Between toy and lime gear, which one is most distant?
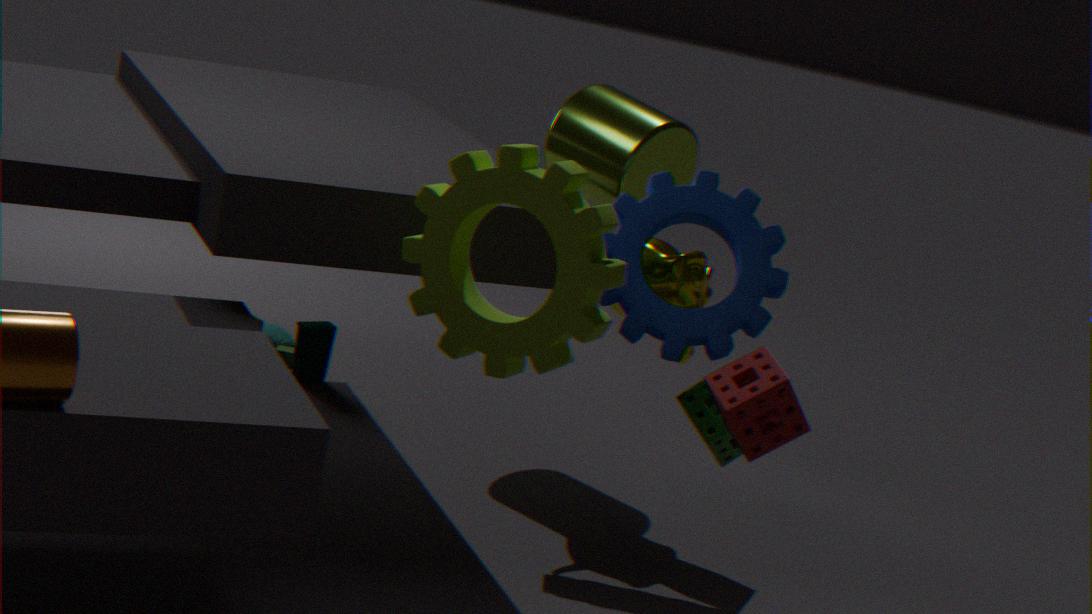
toy
